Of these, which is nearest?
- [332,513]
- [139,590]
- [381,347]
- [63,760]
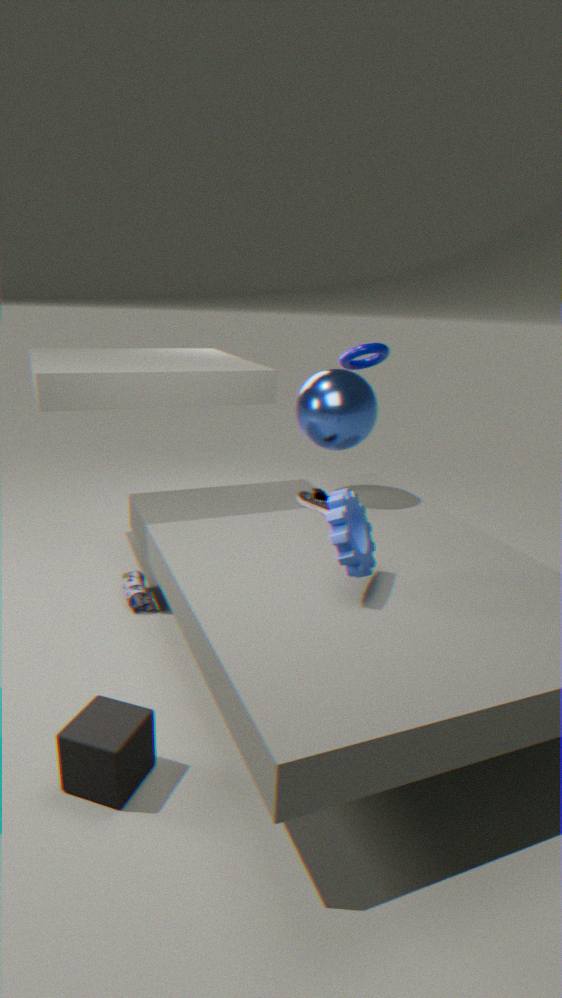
[63,760]
